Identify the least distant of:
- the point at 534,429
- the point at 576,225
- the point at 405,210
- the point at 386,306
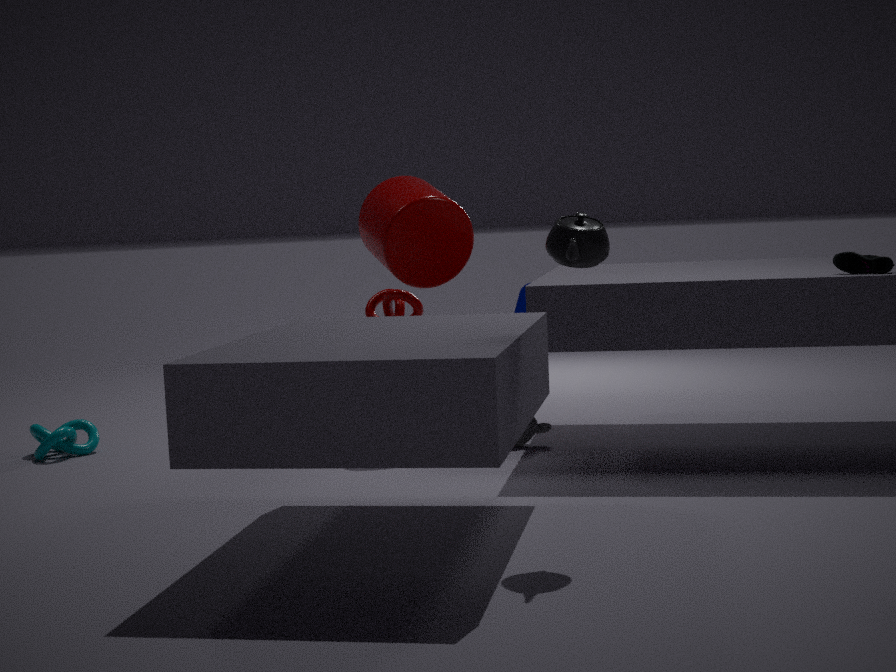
the point at 576,225
